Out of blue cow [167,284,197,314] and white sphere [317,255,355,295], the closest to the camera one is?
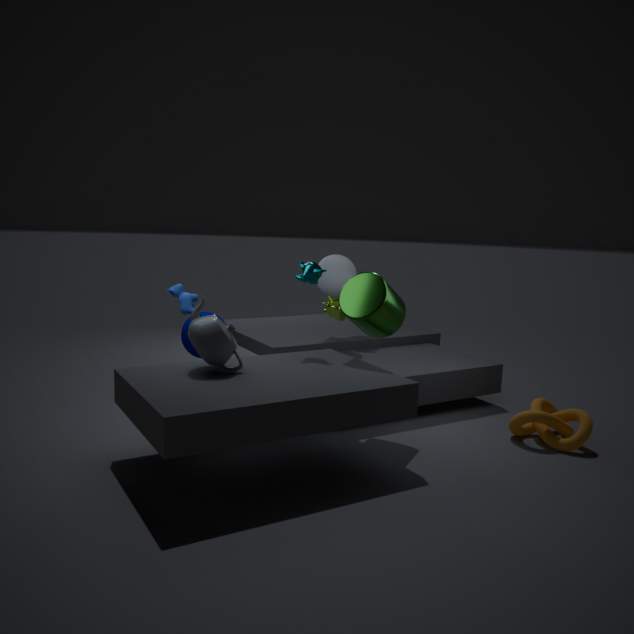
blue cow [167,284,197,314]
